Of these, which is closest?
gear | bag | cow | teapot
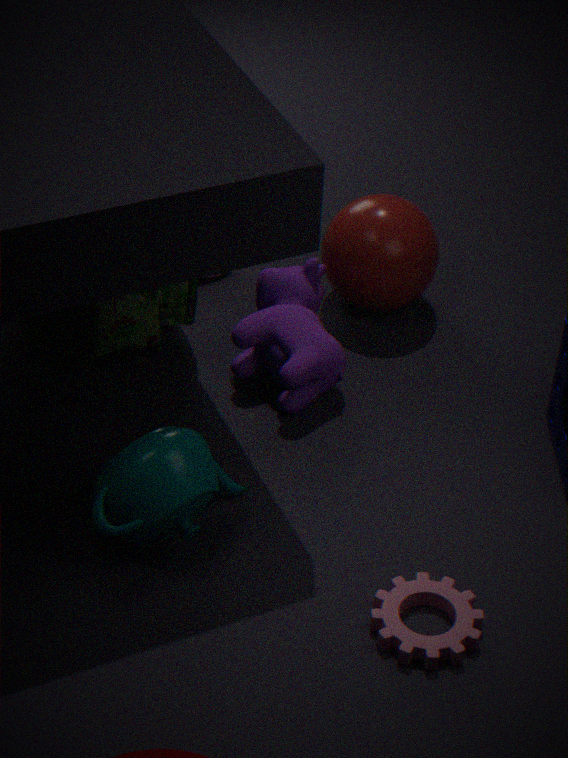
gear
